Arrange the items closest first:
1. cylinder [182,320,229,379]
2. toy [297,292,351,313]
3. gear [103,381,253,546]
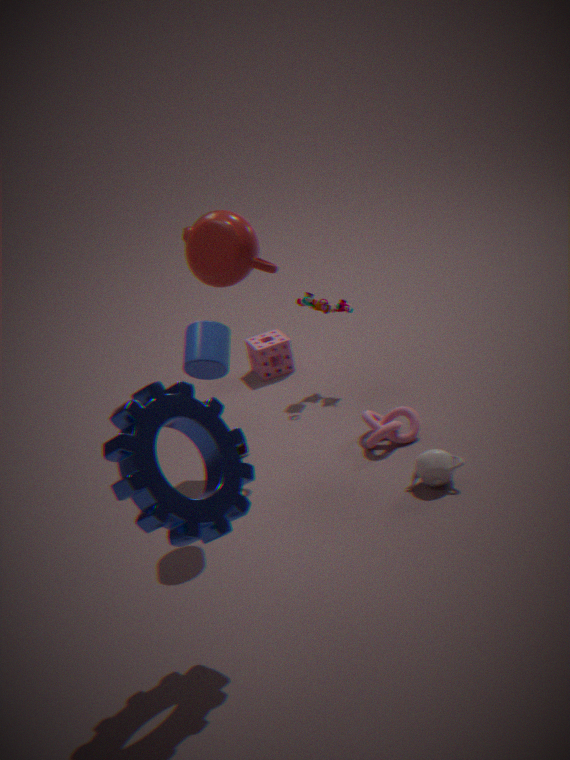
gear [103,381,253,546] → cylinder [182,320,229,379] → toy [297,292,351,313]
